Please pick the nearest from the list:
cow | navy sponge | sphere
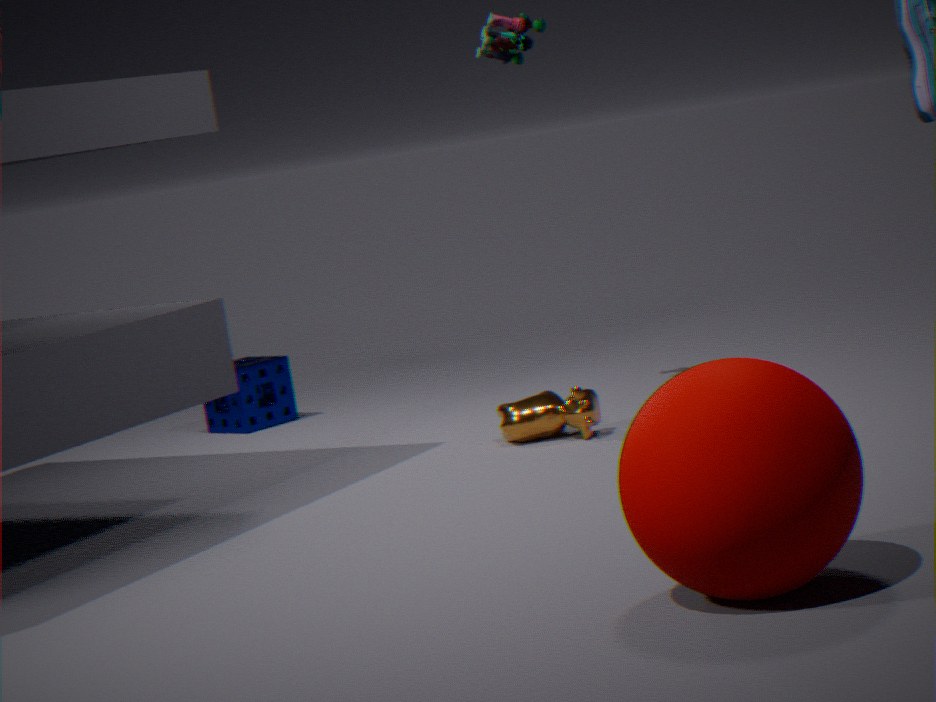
sphere
